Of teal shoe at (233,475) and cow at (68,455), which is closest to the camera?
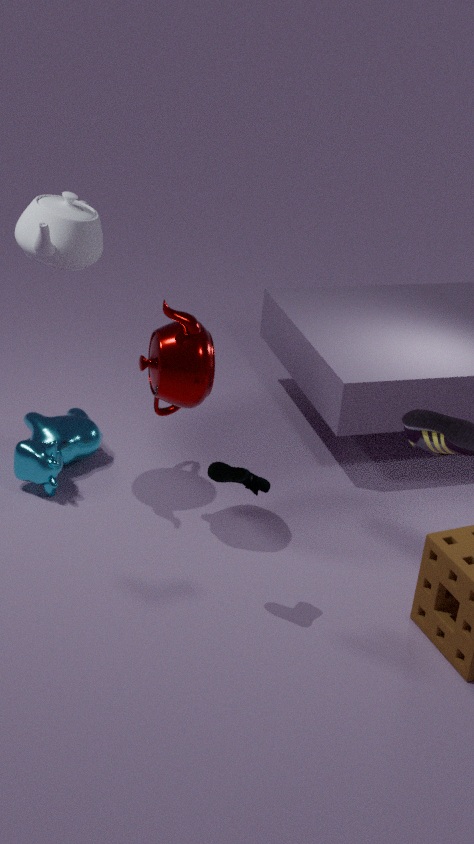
teal shoe at (233,475)
